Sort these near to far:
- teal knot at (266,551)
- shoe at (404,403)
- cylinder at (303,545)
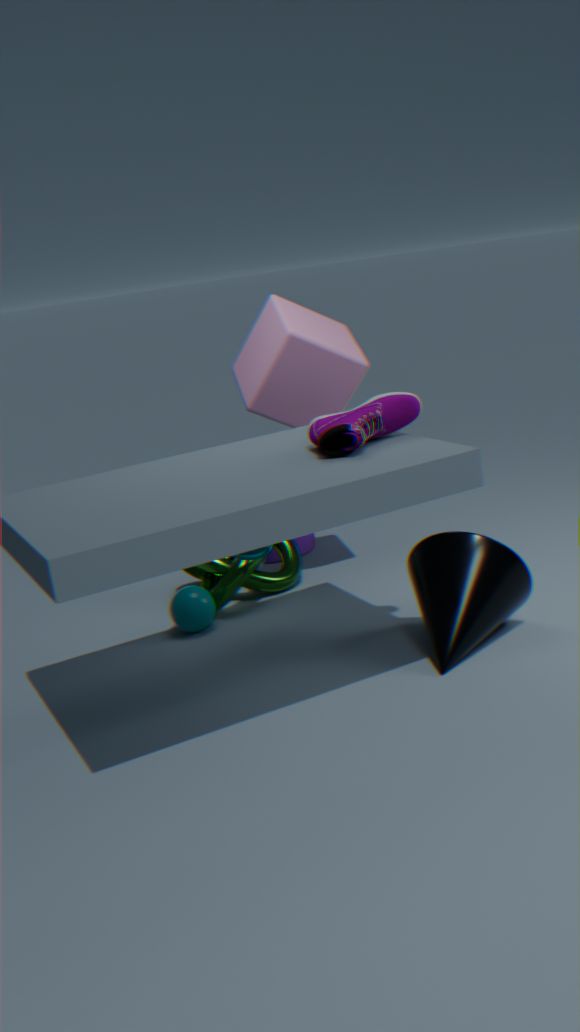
shoe at (404,403) < teal knot at (266,551) < cylinder at (303,545)
